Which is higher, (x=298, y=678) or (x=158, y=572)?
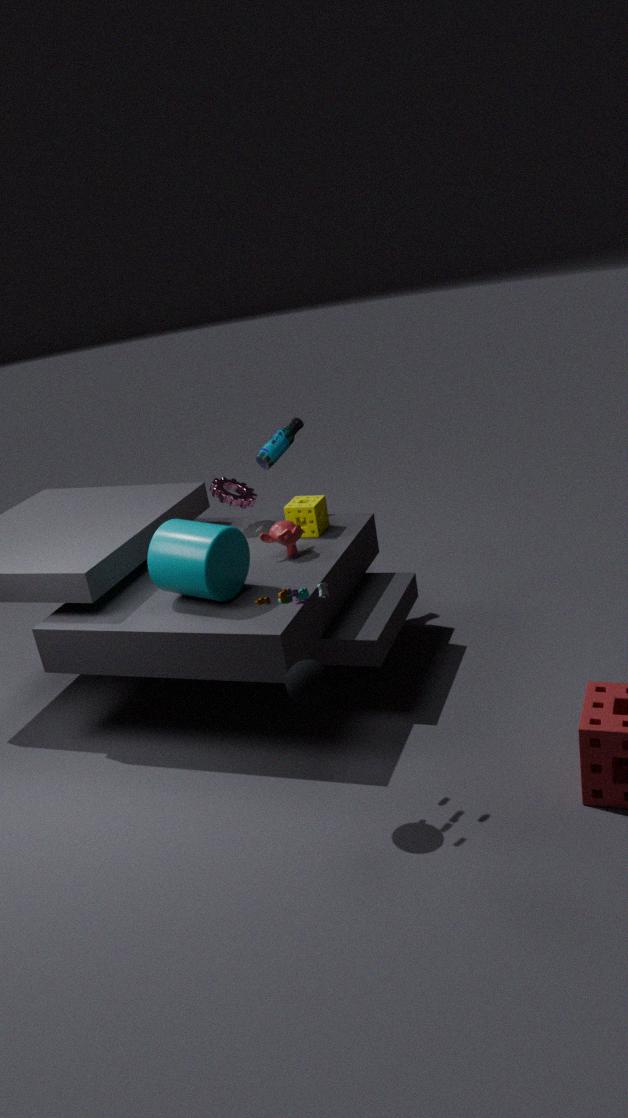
(x=158, y=572)
